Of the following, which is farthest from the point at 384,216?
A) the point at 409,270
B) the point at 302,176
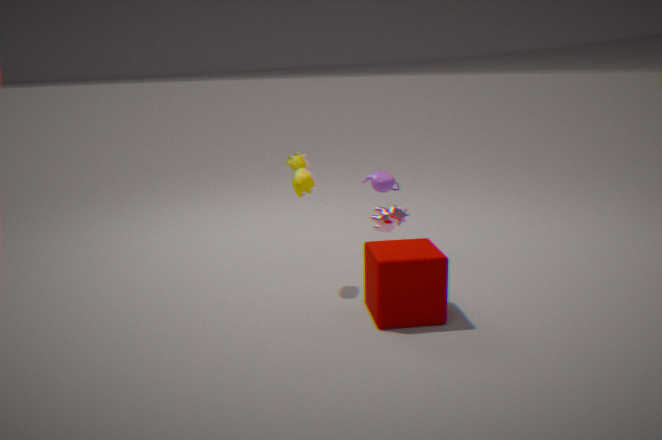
the point at 302,176
